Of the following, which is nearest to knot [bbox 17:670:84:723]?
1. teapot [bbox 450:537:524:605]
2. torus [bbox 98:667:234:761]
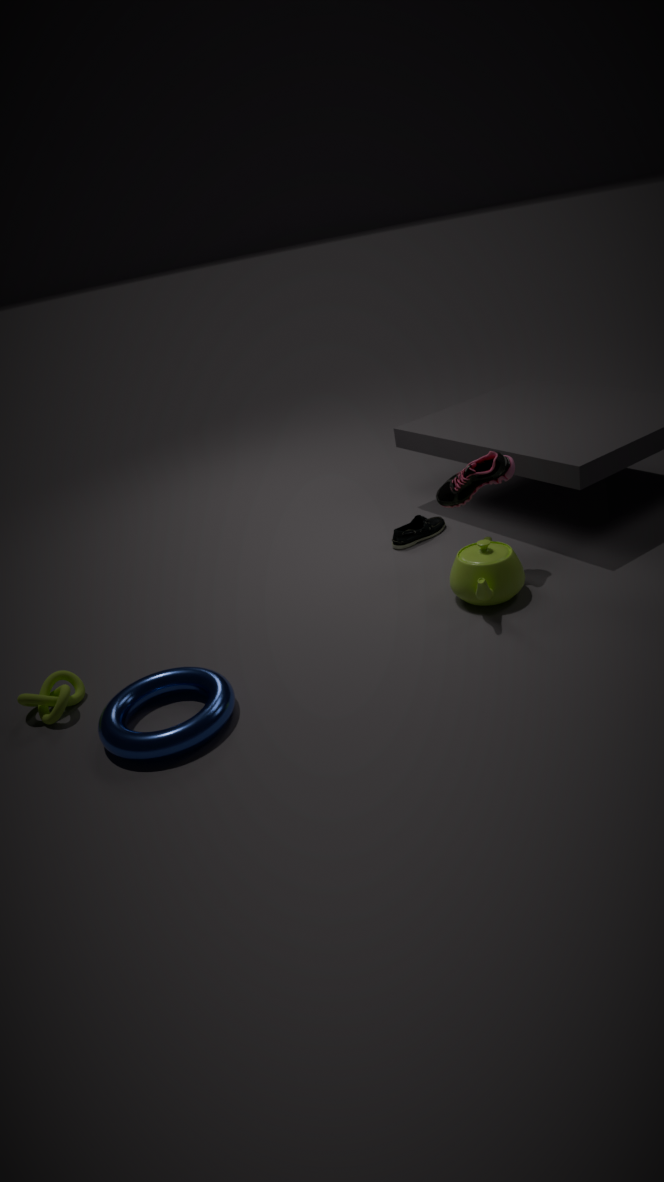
torus [bbox 98:667:234:761]
